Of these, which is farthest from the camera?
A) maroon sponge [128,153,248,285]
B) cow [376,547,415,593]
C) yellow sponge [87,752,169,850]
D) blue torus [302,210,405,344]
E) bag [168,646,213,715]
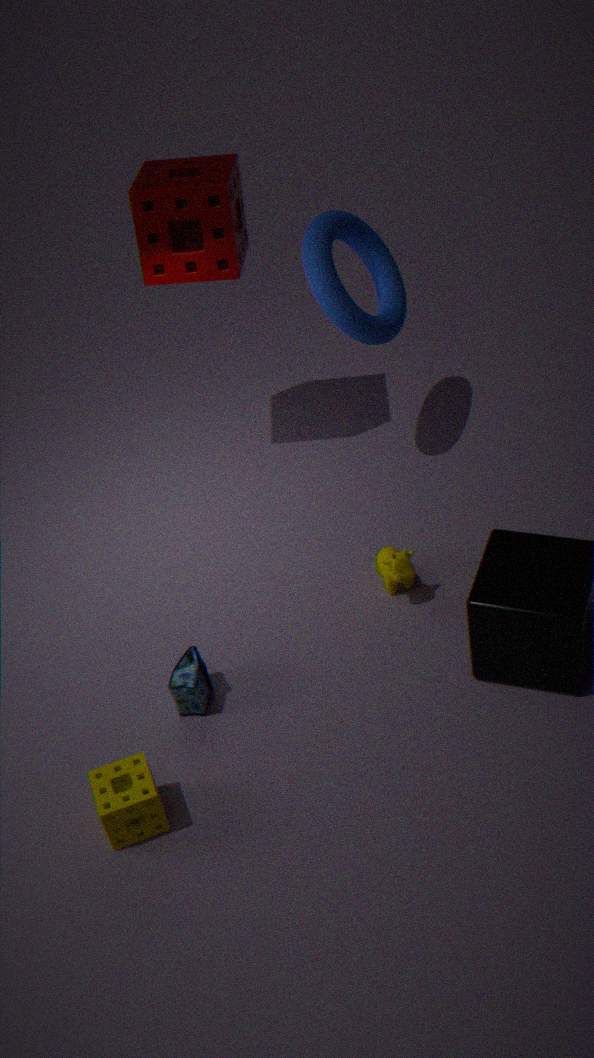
blue torus [302,210,405,344]
